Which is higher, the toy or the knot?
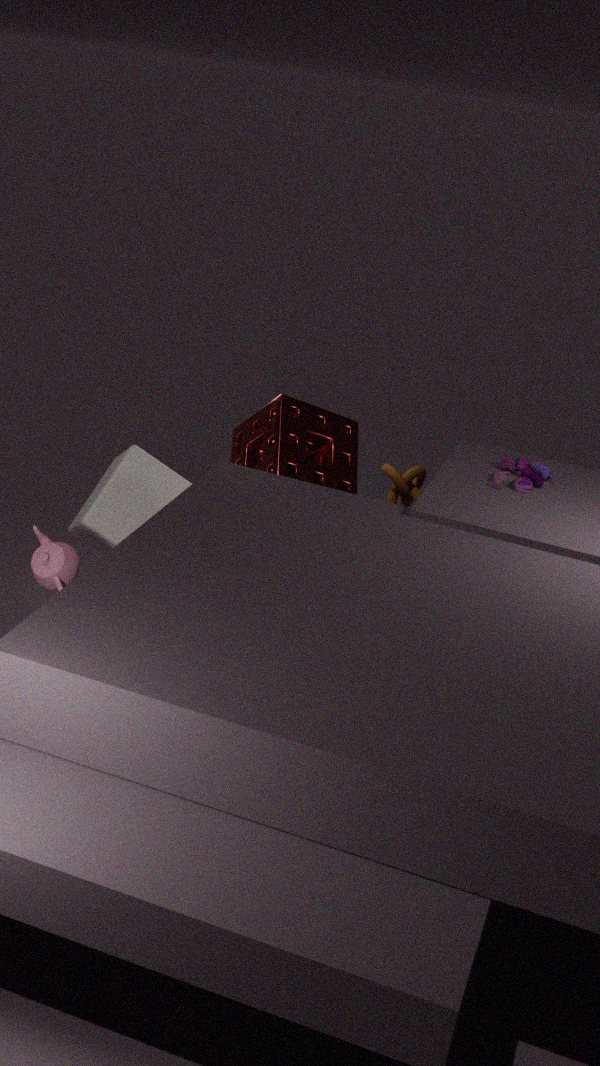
the toy
